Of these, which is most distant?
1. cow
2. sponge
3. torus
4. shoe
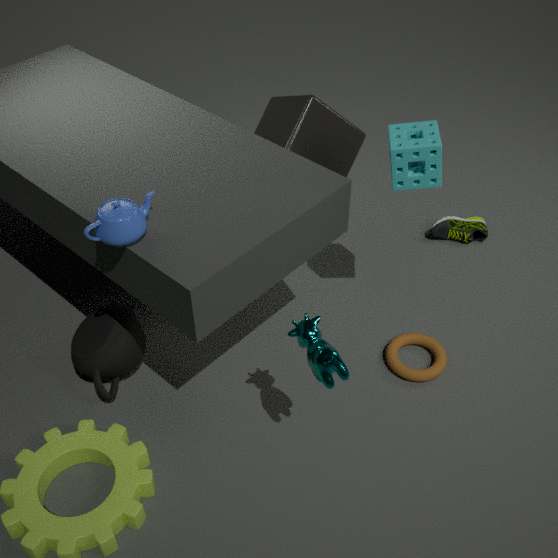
shoe
